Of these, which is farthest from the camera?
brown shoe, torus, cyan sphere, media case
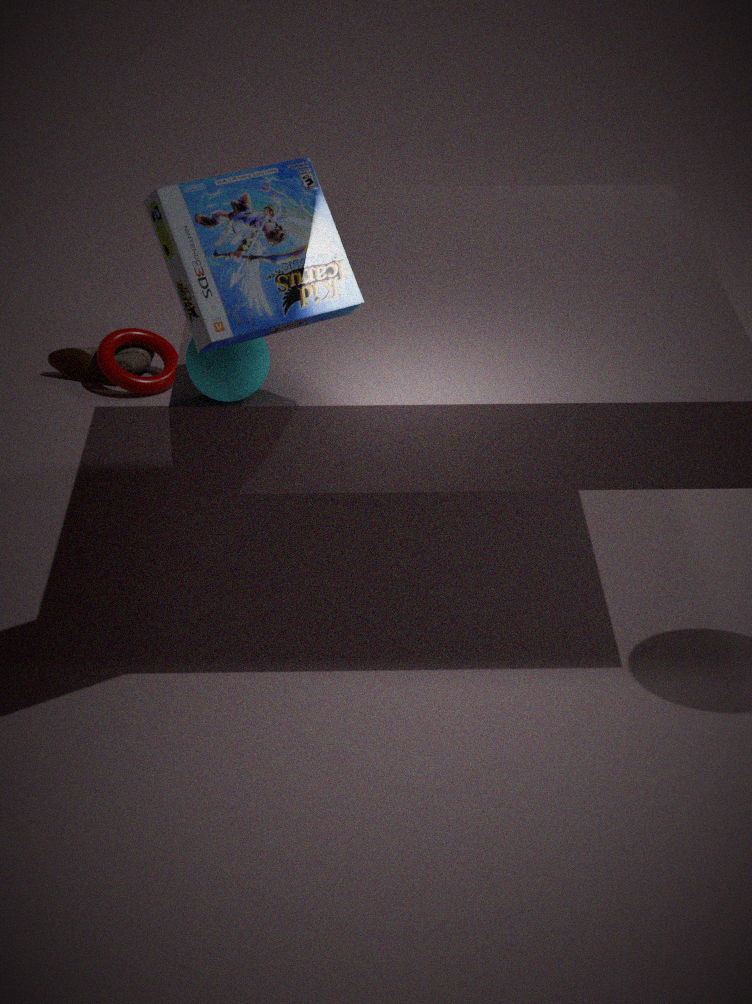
brown shoe
